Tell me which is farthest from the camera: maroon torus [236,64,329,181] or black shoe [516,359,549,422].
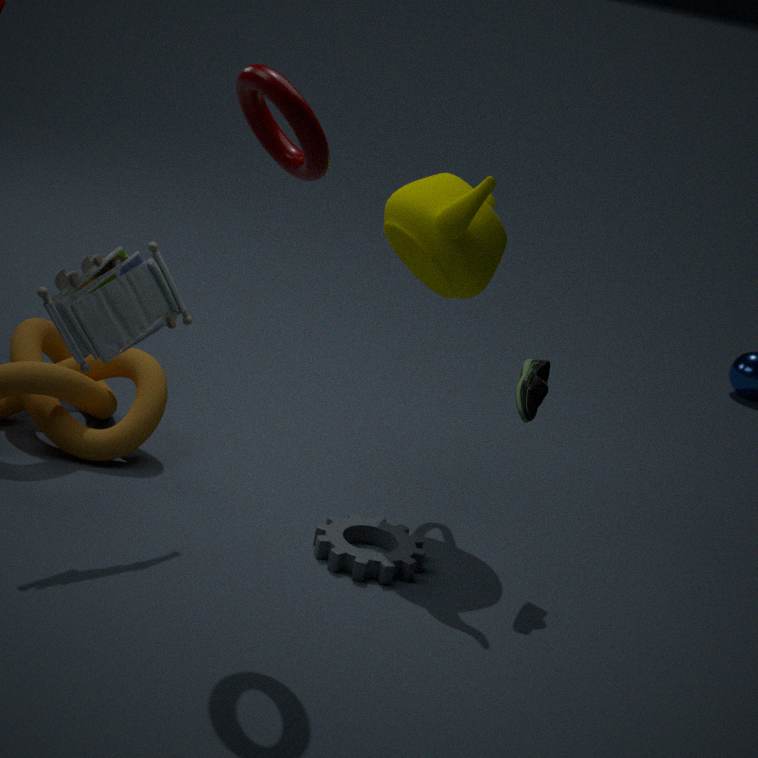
black shoe [516,359,549,422]
